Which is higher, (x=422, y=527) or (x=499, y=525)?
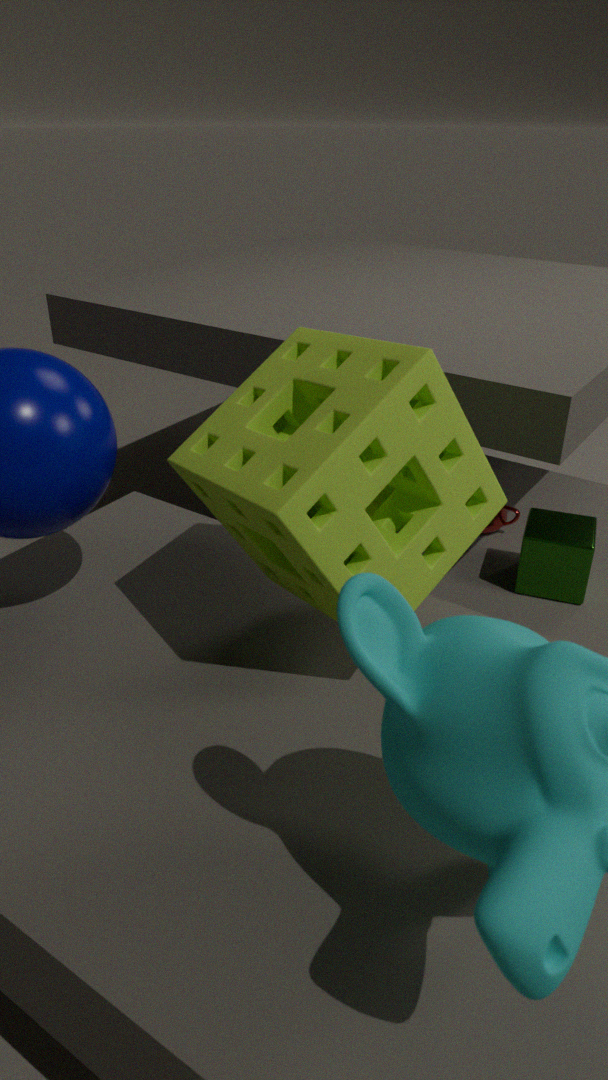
(x=422, y=527)
